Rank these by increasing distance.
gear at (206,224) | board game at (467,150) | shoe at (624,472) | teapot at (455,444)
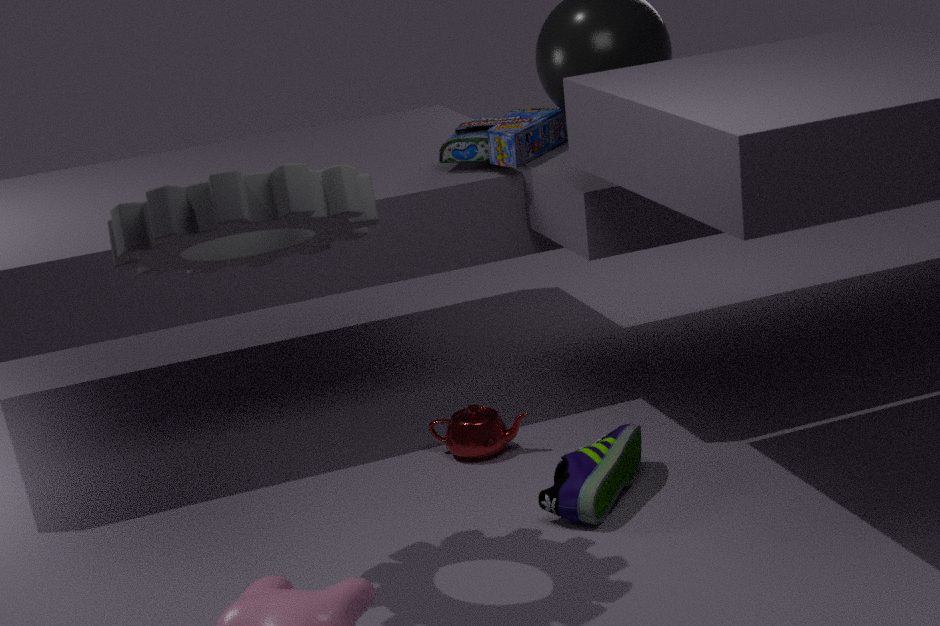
gear at (206,224) < shoe at (624,472) < teapot at (455,444) < board game at (467,150)
